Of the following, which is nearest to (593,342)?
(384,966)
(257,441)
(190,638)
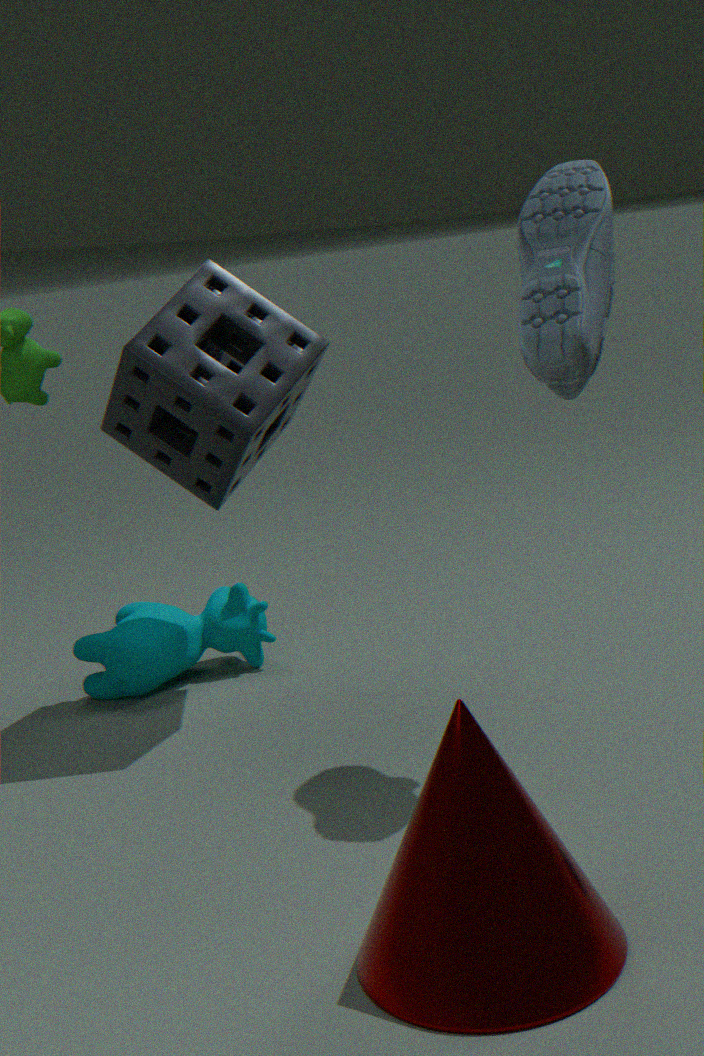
(257,441)
